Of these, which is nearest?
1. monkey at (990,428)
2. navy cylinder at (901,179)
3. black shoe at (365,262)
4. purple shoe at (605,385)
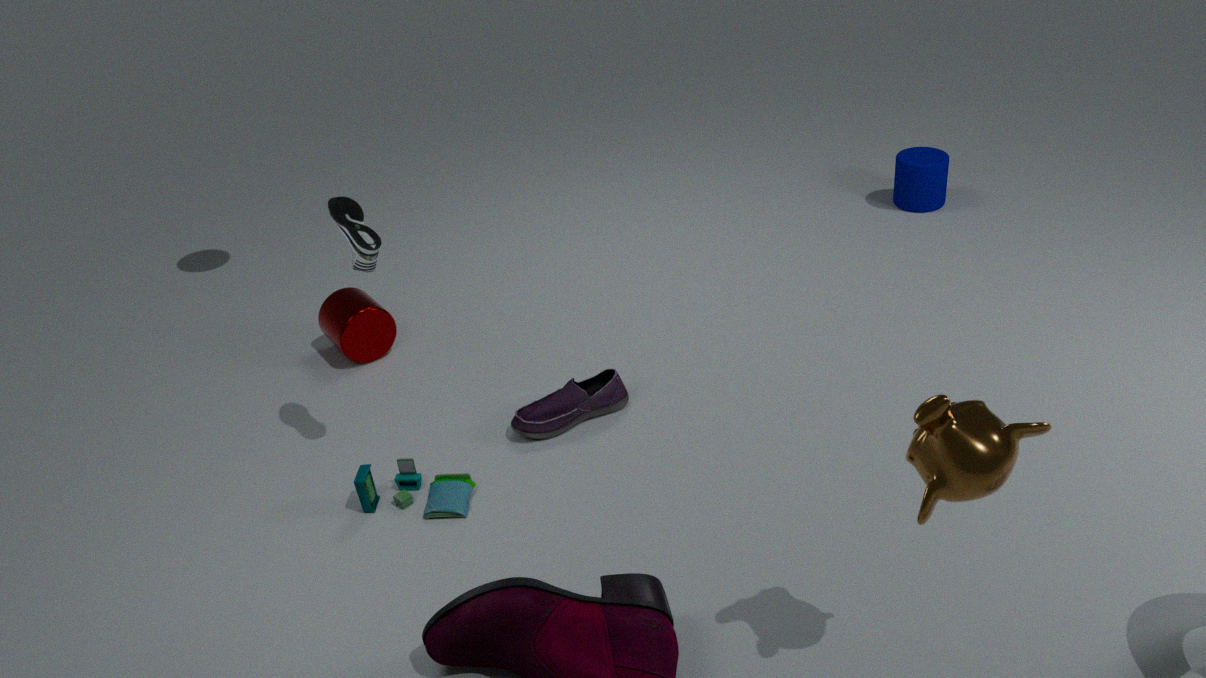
monkey at (990,428)
